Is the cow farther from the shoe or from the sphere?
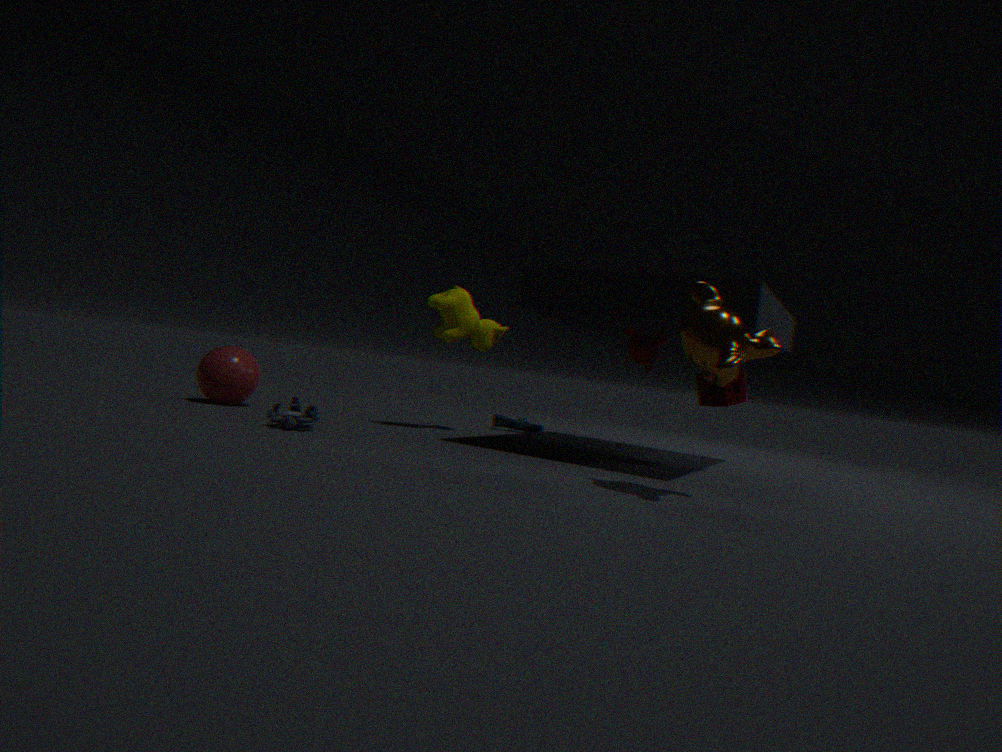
the sphere
